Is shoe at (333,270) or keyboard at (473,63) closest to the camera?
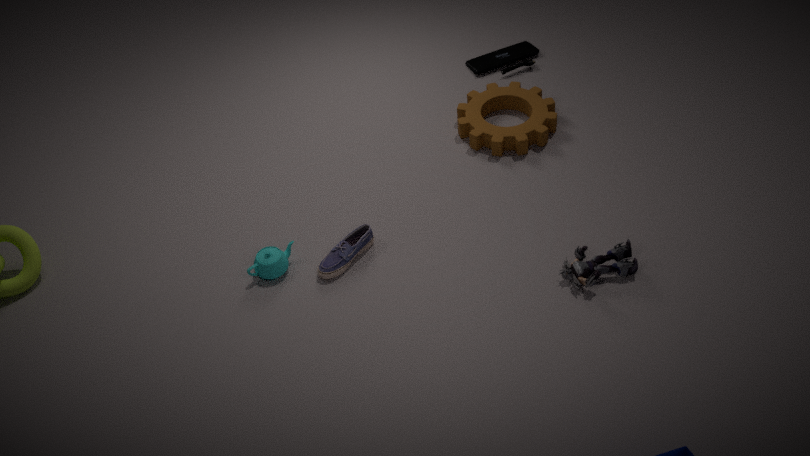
shoe at (333,270)
